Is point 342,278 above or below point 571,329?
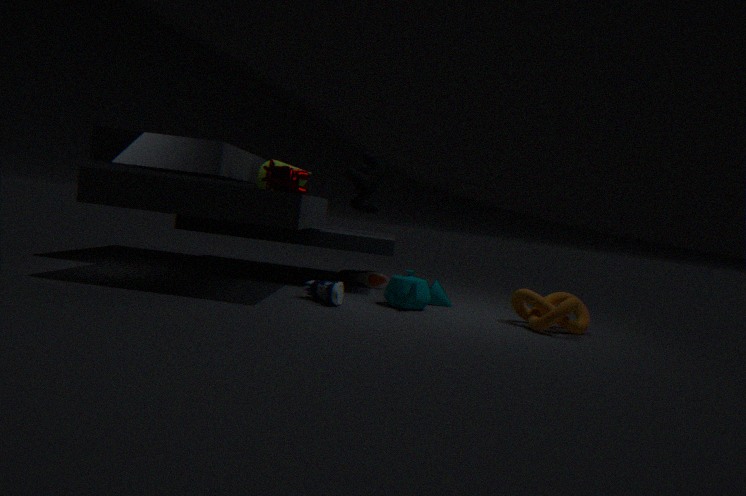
below
